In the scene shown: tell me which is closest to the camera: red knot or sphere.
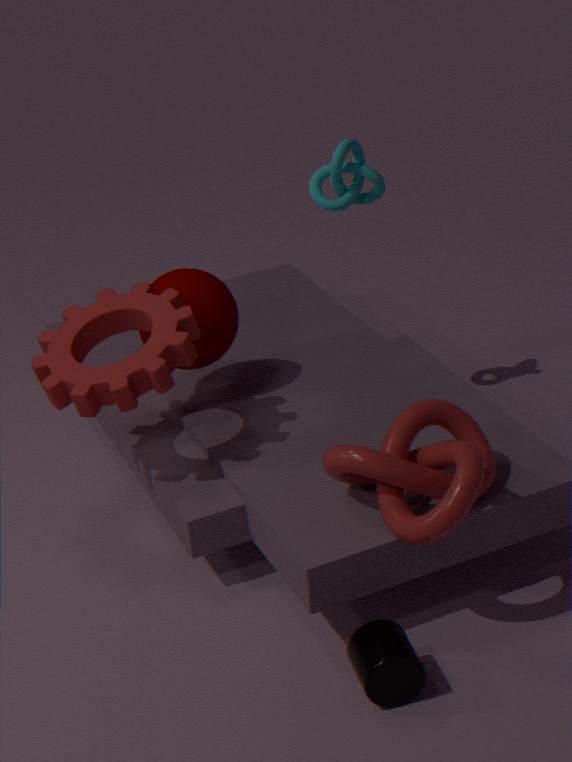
red knot
